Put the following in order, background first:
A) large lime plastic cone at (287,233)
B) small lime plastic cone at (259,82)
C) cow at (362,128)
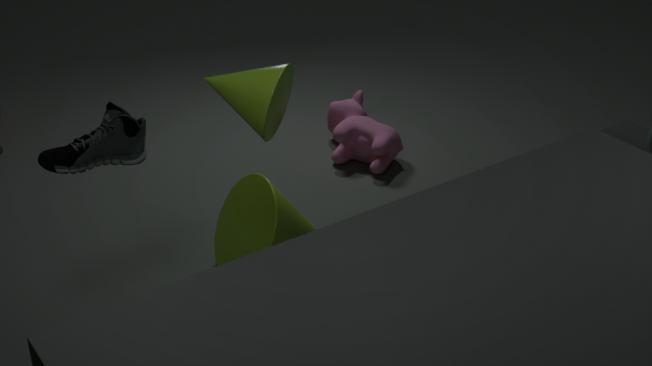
C. cow at (362,128), A. large lime plastic cone at (287,233), B. small lime plastic cone at (259,82)
